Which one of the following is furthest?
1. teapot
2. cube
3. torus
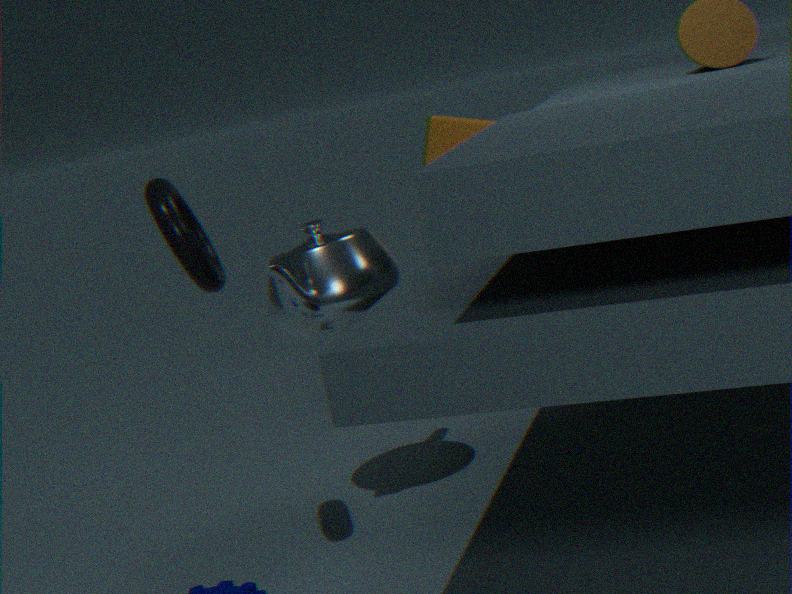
cube
